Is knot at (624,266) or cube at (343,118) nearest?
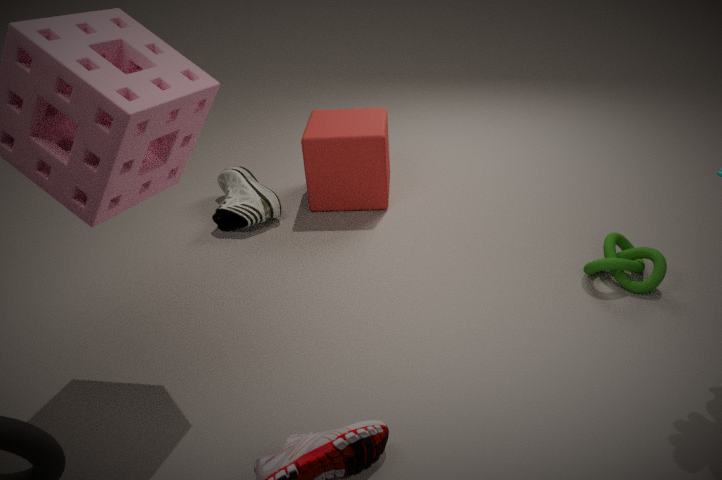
knot at (624,266)
